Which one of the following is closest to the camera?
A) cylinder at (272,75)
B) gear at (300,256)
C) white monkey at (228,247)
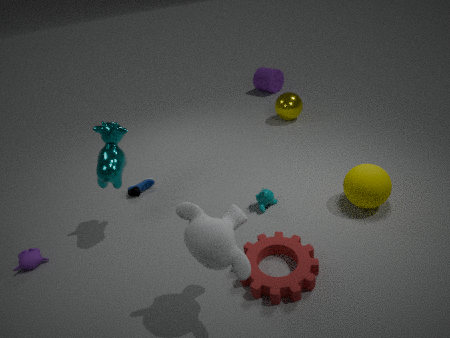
white monkey at (228,247)
